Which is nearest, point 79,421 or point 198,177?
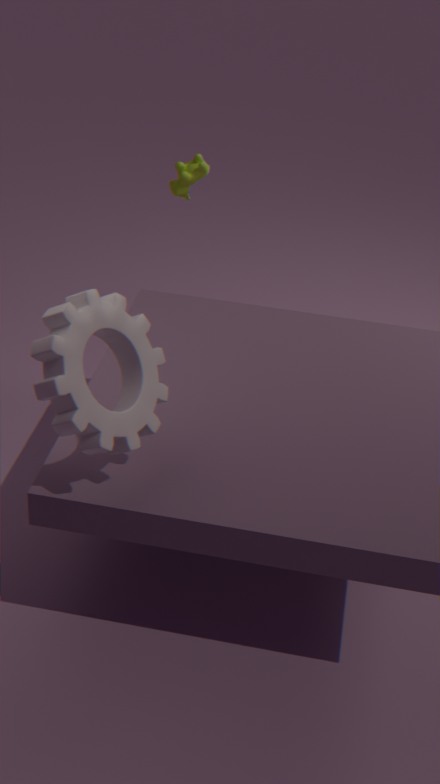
point 79,421
